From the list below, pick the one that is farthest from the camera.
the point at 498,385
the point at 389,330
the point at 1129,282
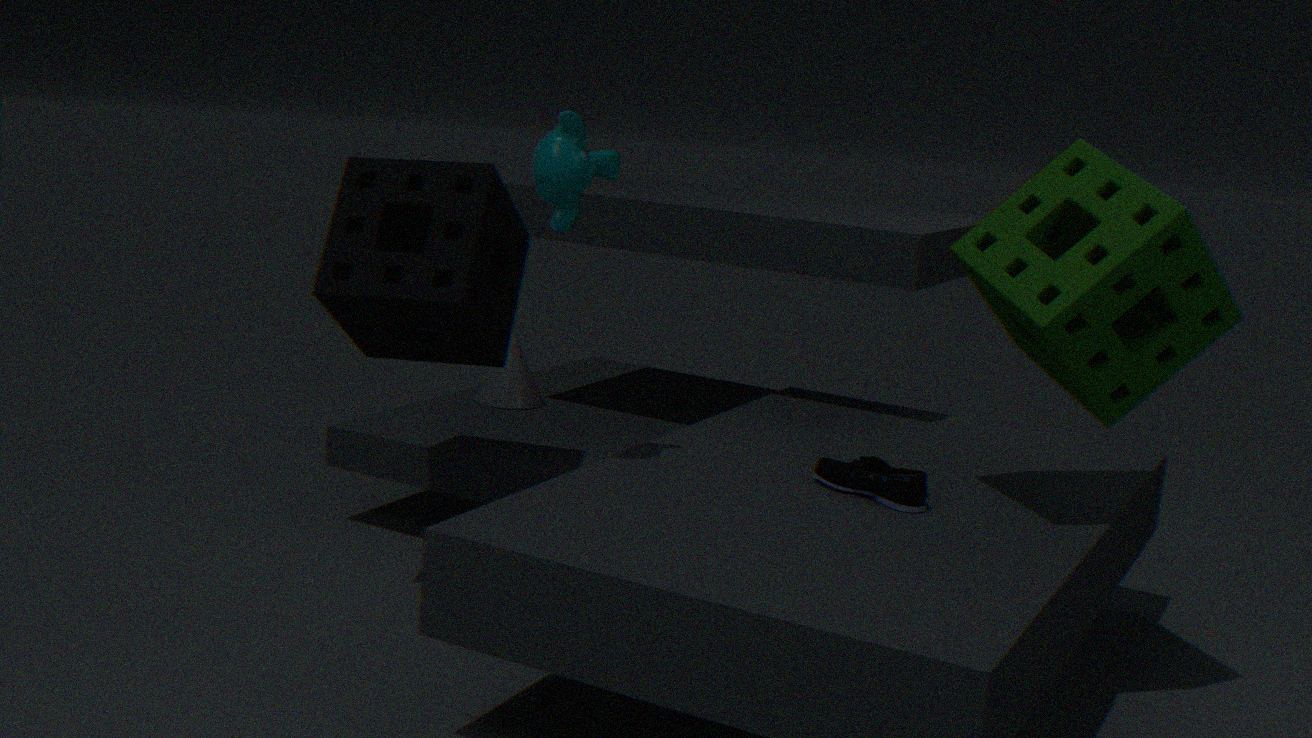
the point at 498,385
